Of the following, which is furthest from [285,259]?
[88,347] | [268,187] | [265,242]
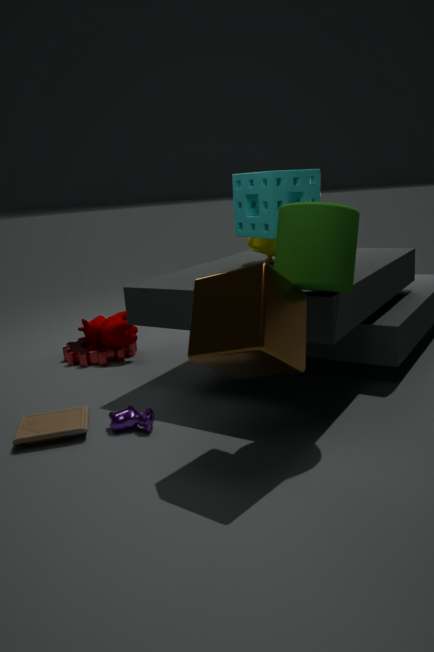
[88,347]
